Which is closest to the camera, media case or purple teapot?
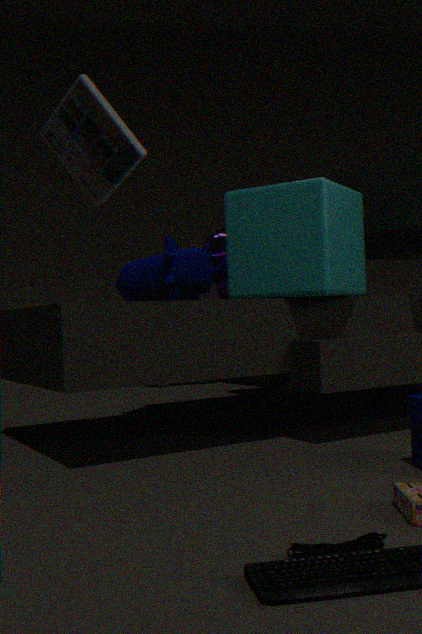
media case
